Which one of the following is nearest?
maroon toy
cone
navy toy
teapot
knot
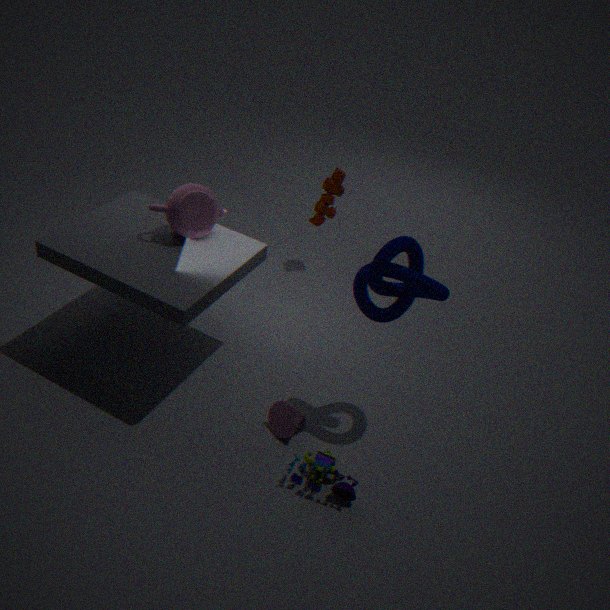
knot
